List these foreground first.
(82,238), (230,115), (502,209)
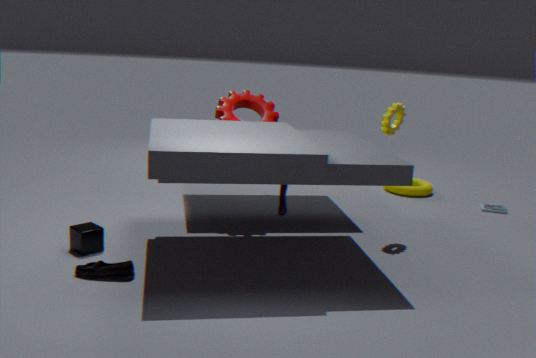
1. (82,238)
2. (230,115)
3. (502,209)
